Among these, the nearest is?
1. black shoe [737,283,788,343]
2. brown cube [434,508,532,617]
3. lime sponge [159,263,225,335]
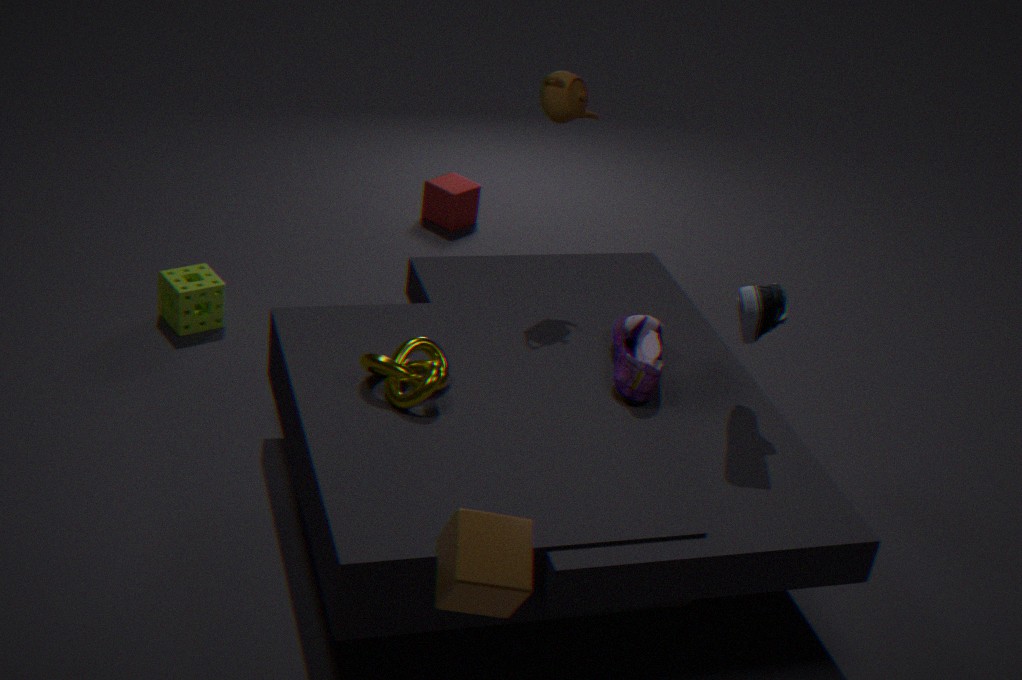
brown cube [434,508,532,617]
